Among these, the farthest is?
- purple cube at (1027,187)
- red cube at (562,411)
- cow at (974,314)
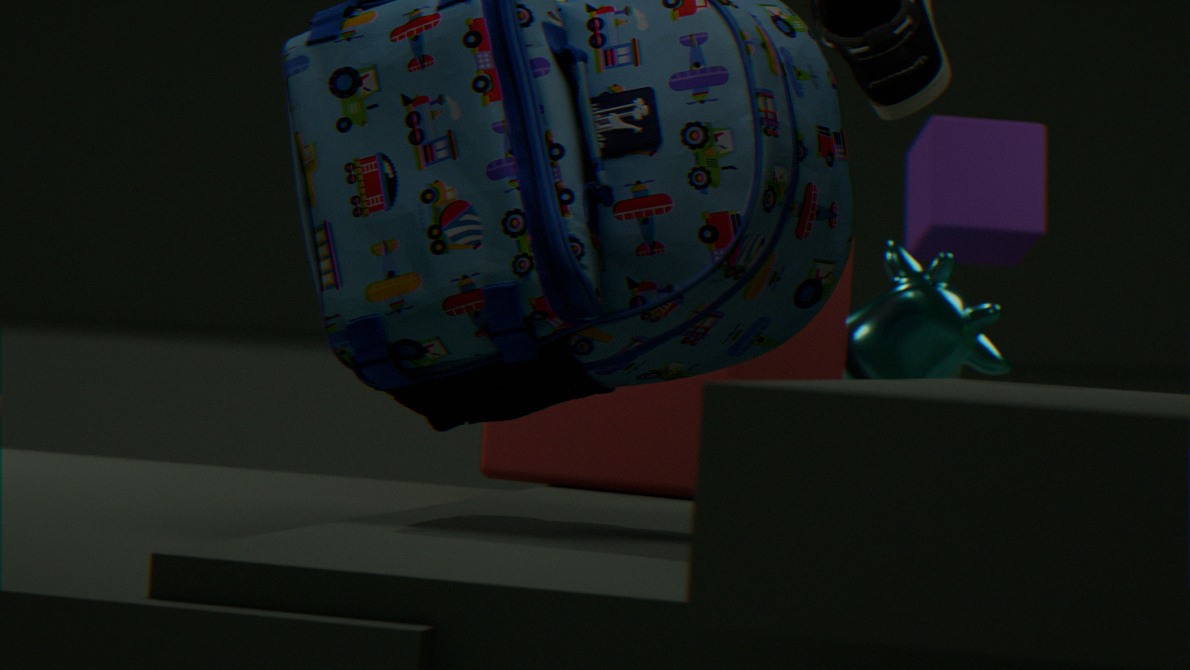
purple cube at (1027,187)
